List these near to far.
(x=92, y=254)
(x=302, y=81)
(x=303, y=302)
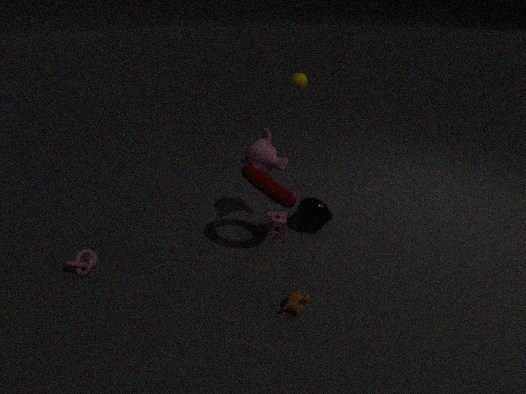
1. (x=303, y=302)
2. (x=92, y=254)
3. (x=302, y=81)
